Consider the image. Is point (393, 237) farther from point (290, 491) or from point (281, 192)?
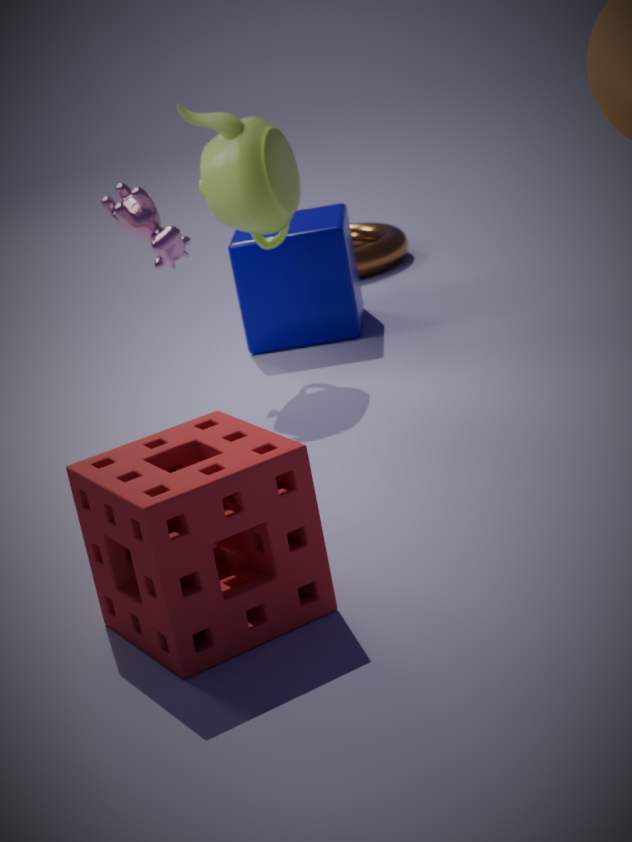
point (290, 491)
